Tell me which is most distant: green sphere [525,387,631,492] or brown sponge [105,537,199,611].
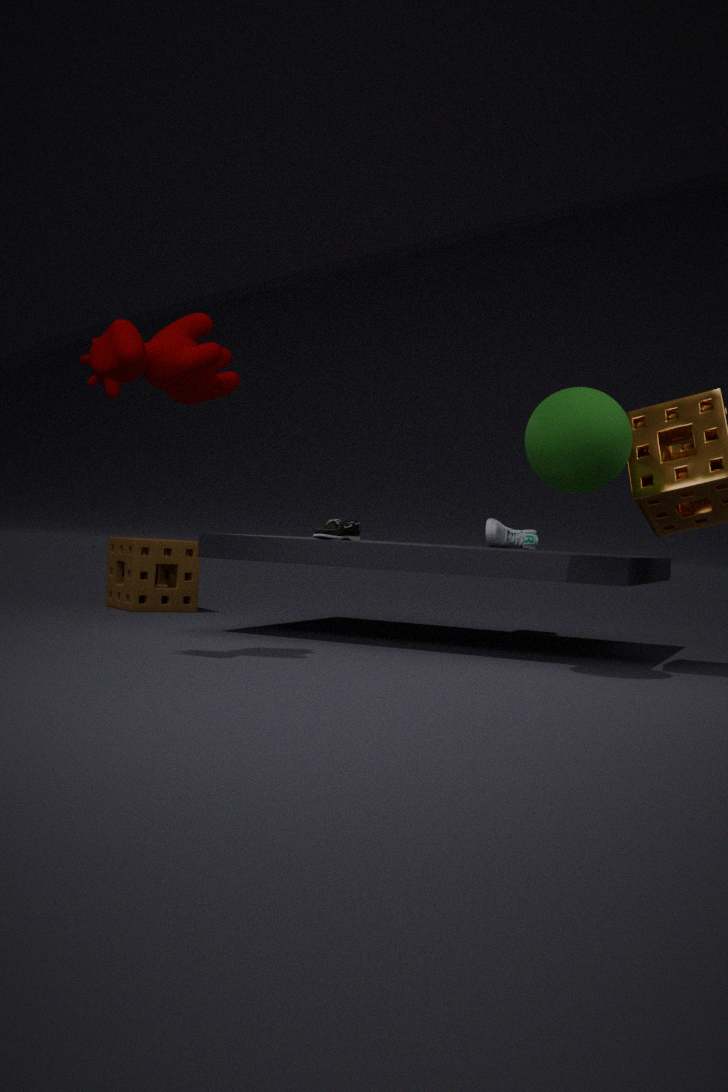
brown sponge [105,537,199,611]
